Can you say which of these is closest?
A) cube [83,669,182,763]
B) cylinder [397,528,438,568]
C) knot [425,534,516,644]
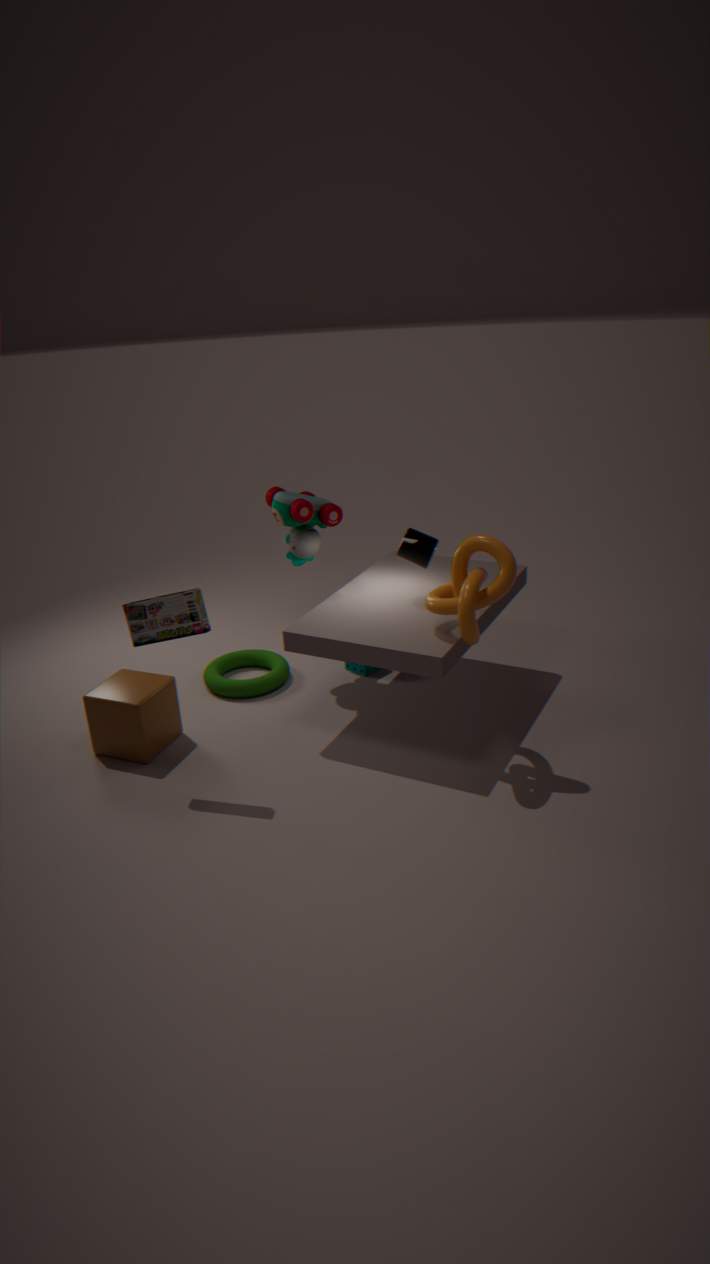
knot [425,534,516,644]
